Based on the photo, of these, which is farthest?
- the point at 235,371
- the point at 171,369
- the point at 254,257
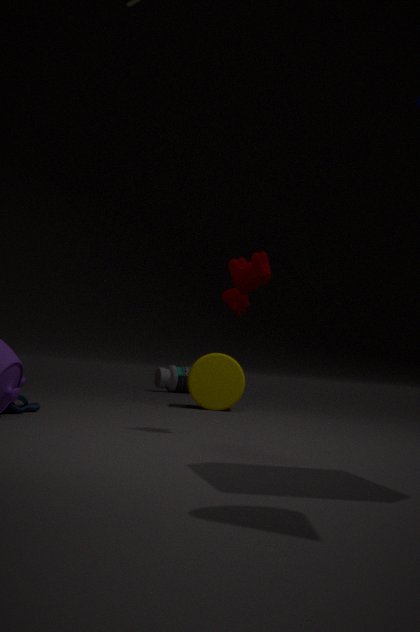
the point at 171,369
